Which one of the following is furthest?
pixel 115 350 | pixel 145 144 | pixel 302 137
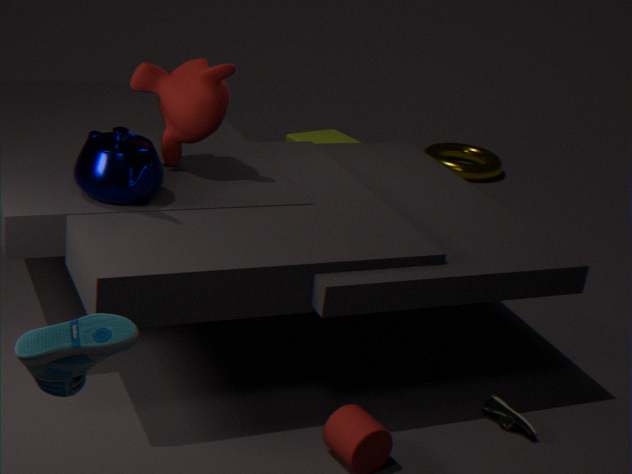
pixel 302 137
